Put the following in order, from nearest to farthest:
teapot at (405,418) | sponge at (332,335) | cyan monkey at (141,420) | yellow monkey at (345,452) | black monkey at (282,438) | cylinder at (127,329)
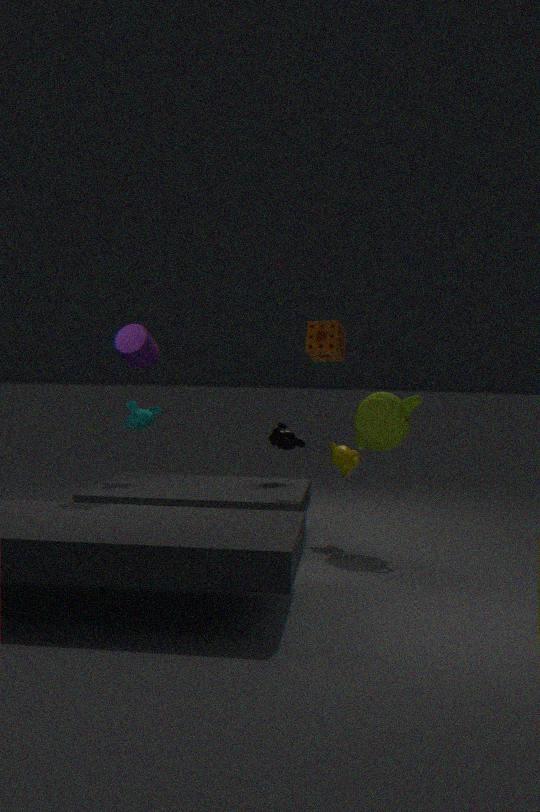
cylinder at (127,329), teapot at (405,418), sponge at (332,335), yellow monkey at (345,452), cyan monkey at (141,420), black monkey at (282,438)
